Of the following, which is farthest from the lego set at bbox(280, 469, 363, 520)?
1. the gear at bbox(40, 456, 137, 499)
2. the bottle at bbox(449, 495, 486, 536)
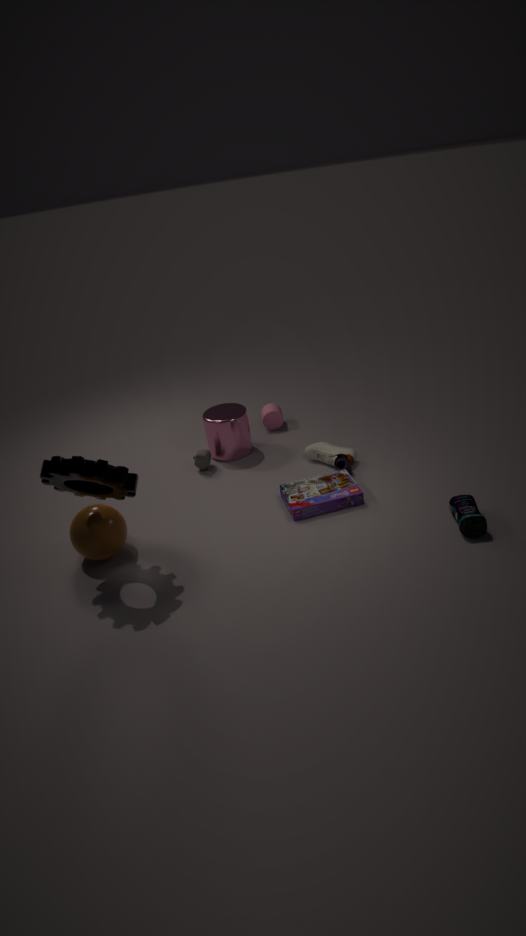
the gear at bbox(40, 456, 137, 499)
